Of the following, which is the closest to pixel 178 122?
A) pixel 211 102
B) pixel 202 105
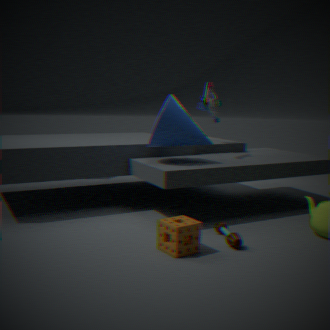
pixel 211 102
